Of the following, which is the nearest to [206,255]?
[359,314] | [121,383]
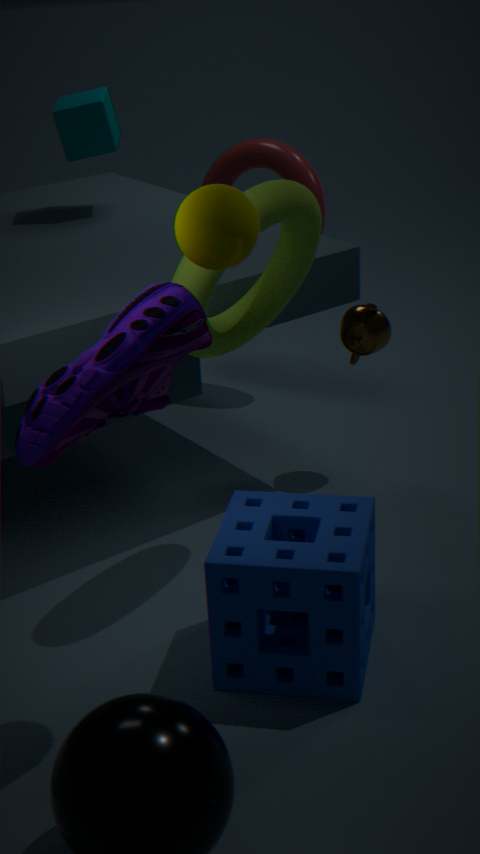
[121,383]
